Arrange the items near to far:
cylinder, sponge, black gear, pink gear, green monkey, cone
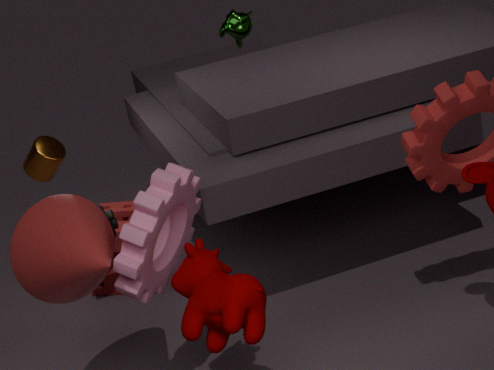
cone, pink gear, black gear, sponge, cylinder, green monkey
